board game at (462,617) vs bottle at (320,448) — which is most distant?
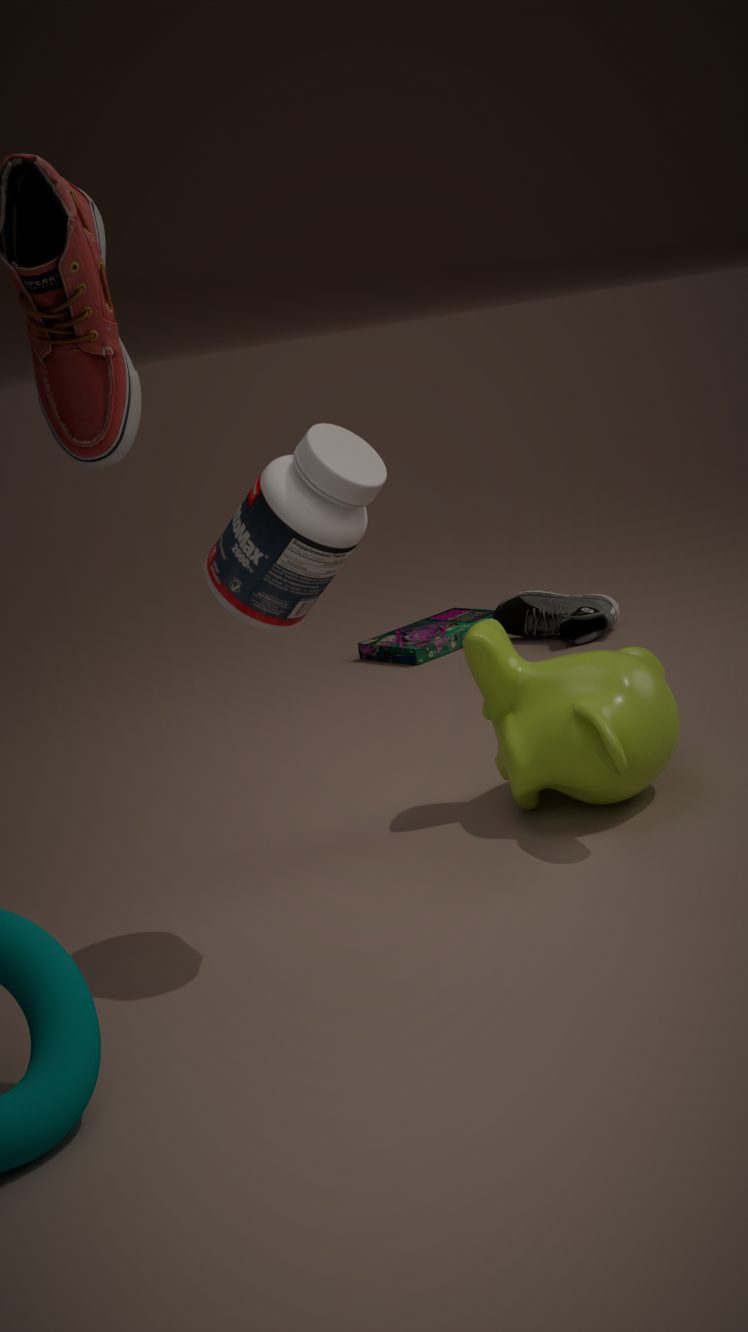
board game at (462,617)
